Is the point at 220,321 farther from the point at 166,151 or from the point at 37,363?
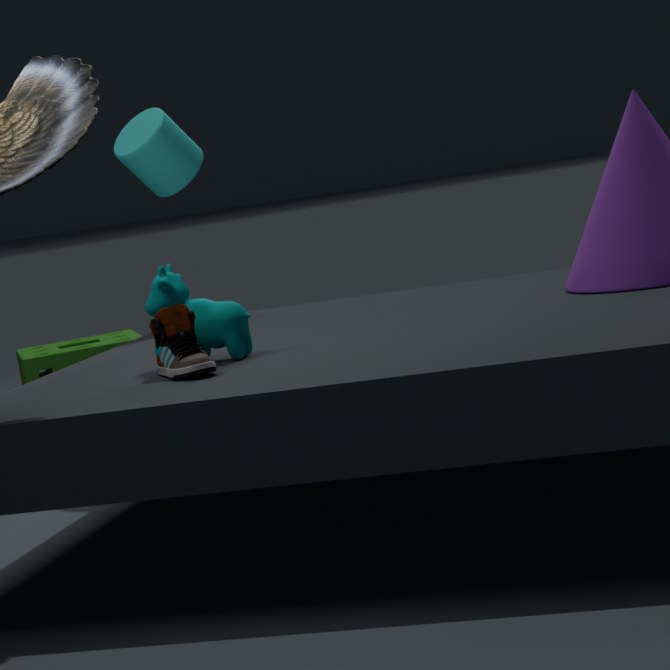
the point at 37,363
